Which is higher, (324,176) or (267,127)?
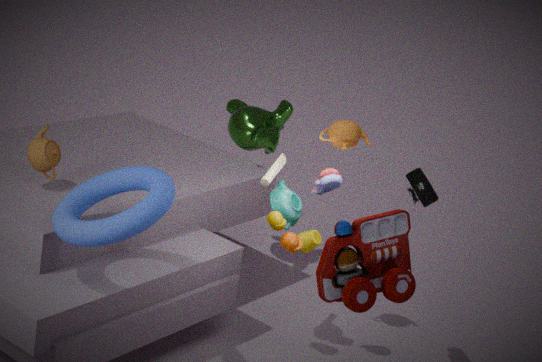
(324,176)
